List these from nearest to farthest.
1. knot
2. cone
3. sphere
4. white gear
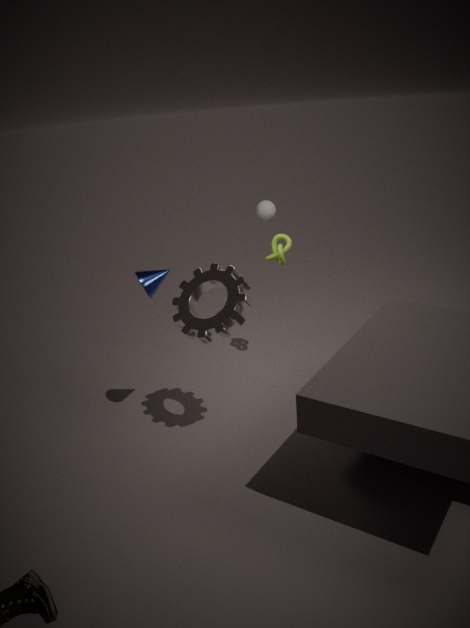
white gear
cone
knot
sphere
